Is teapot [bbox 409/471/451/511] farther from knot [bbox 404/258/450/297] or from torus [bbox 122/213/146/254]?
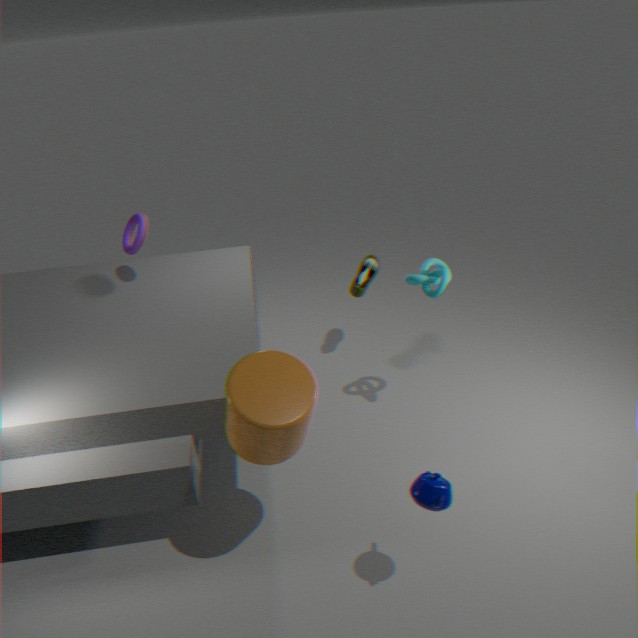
torus [bbox 122/213/146/254]
